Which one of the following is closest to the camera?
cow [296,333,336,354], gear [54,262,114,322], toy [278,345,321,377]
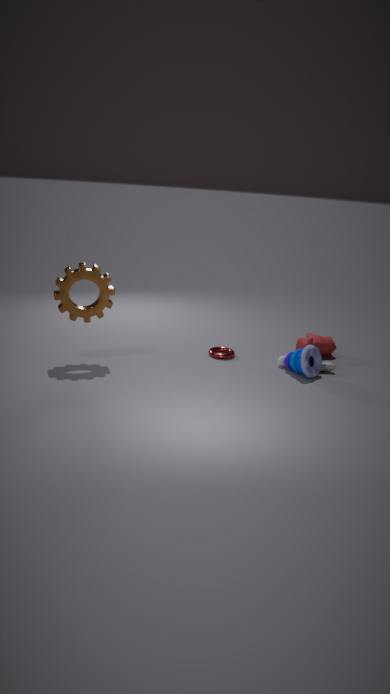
gear [54,262,114,322]
